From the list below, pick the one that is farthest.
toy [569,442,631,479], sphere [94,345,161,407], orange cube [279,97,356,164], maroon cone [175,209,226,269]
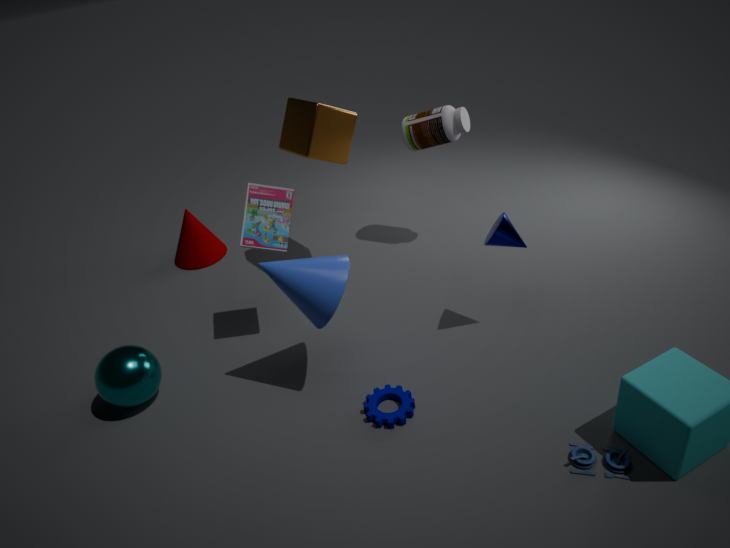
maroon cone [175,209,226,269]
